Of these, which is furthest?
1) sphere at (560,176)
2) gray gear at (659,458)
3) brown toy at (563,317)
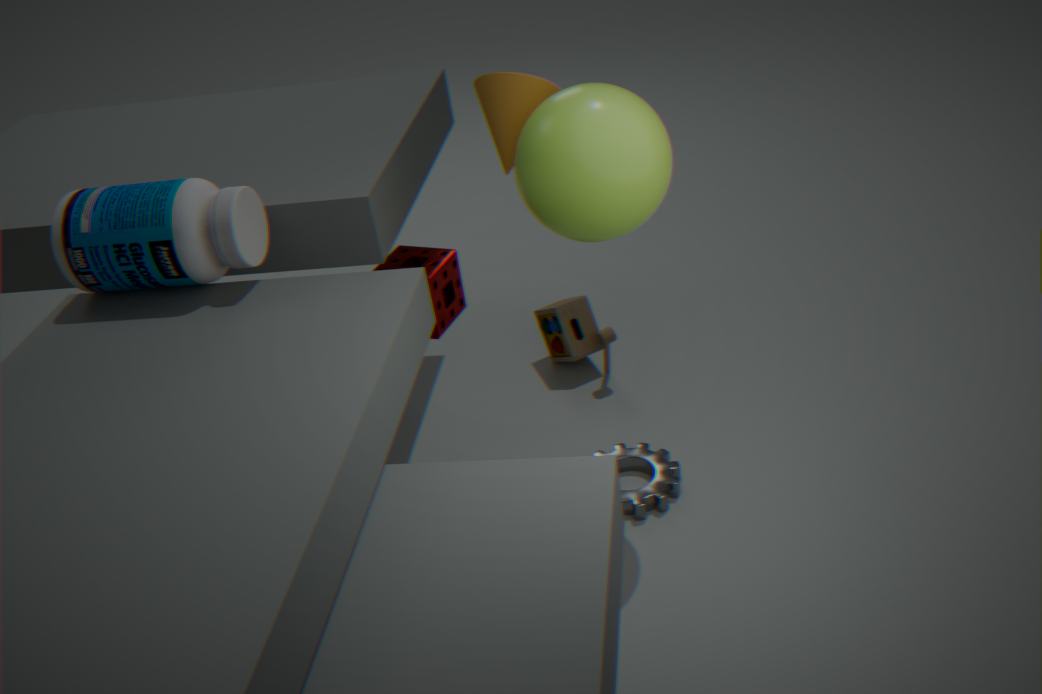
3. brown toy at (563,317)
